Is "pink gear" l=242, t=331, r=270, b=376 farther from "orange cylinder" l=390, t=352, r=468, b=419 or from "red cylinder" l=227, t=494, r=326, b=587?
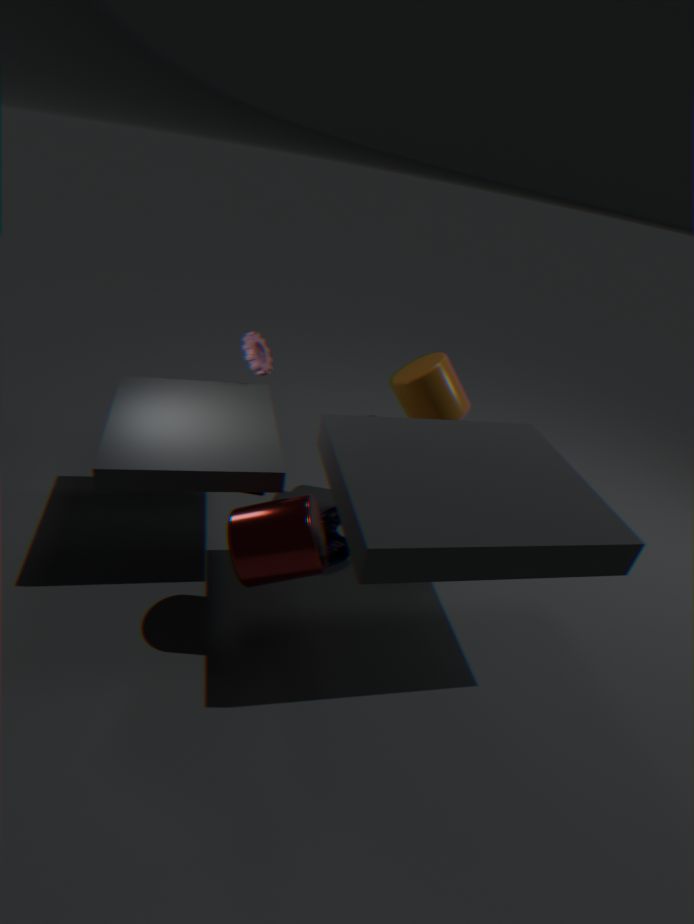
"red cylinder" l=227, t=494, r=326, b=587
